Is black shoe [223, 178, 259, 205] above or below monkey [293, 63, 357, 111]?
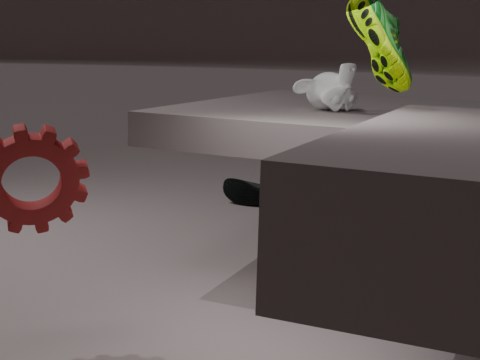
below
